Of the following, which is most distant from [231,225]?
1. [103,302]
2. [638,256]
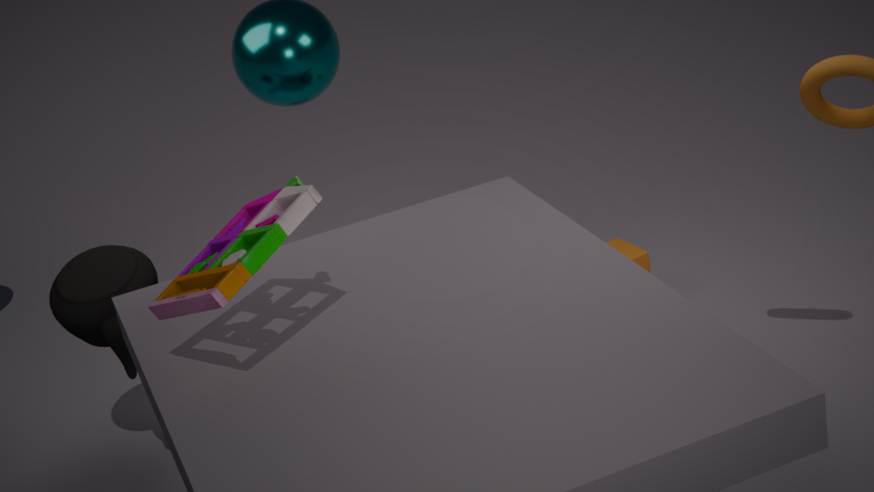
[638,256]
